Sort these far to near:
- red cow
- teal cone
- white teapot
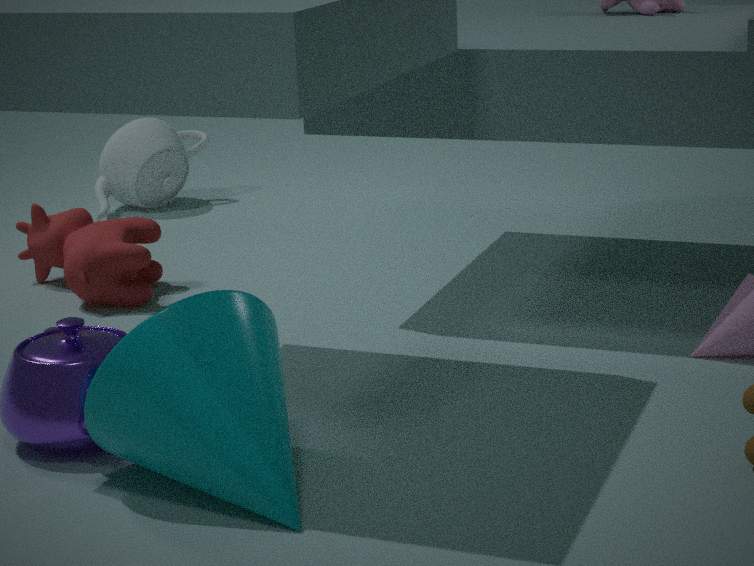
white teapot
red cow
teal cone
